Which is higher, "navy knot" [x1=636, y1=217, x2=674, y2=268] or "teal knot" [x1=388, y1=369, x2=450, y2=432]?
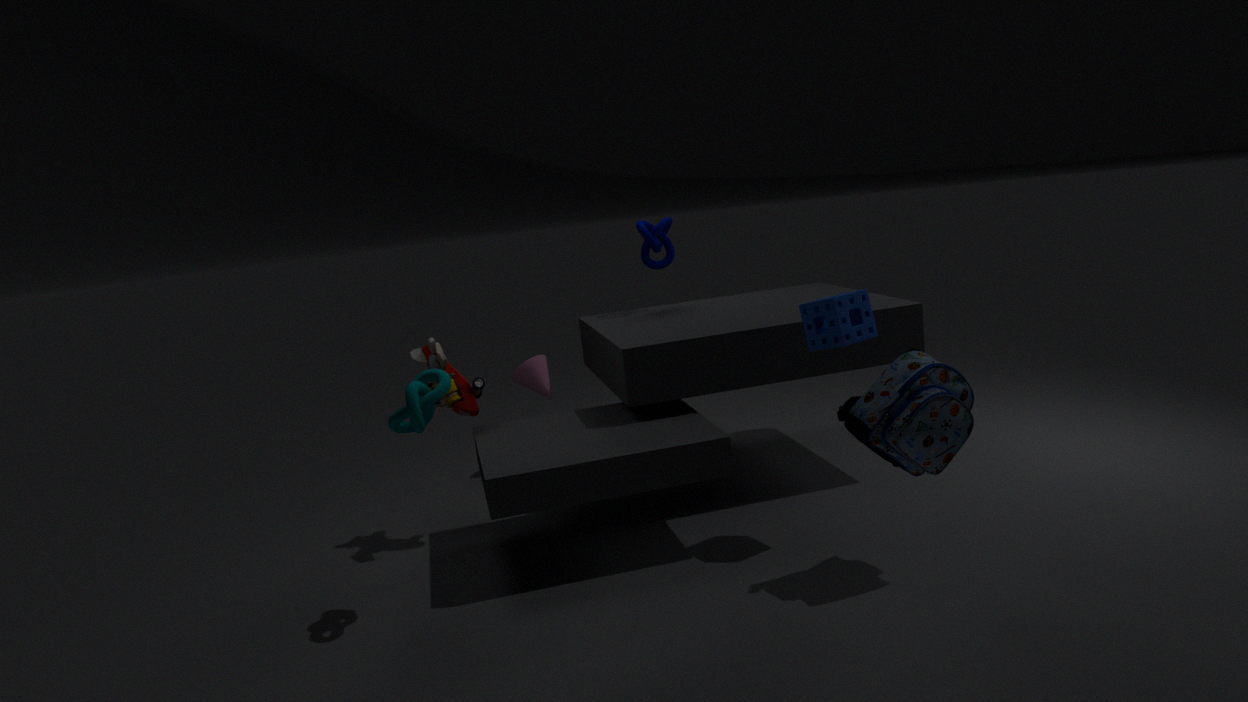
"navy knot" [x1=636, y1=217, x2=674, y2=268]
